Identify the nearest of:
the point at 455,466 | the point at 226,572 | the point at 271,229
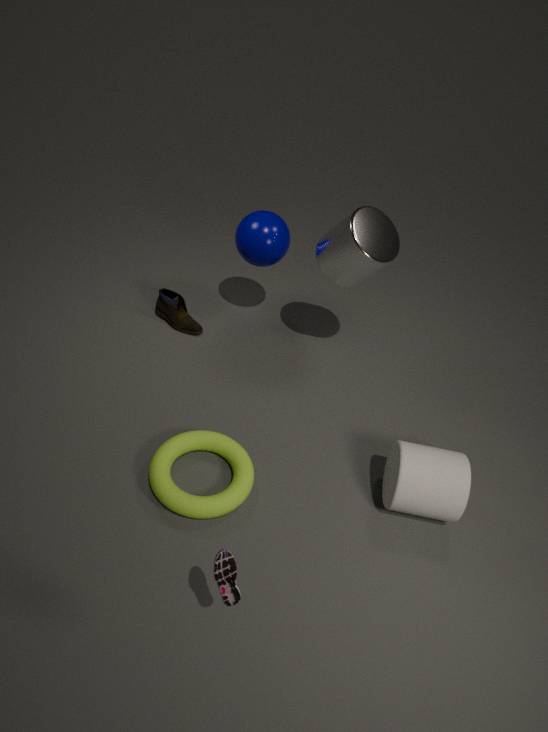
the point at 226,572
